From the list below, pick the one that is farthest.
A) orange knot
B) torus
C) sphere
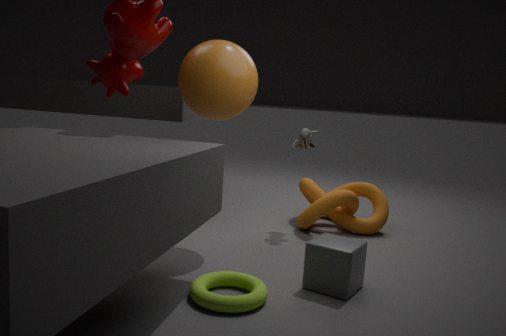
orange knot
